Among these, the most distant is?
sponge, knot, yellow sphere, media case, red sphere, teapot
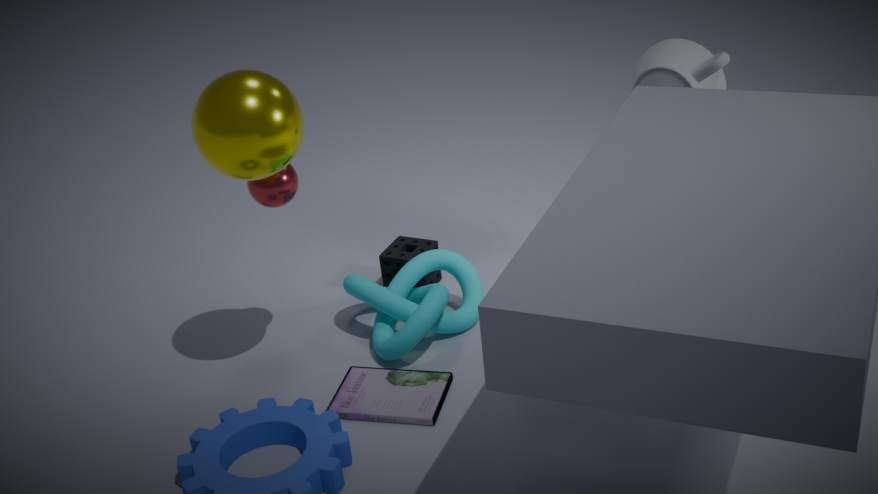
sponge
